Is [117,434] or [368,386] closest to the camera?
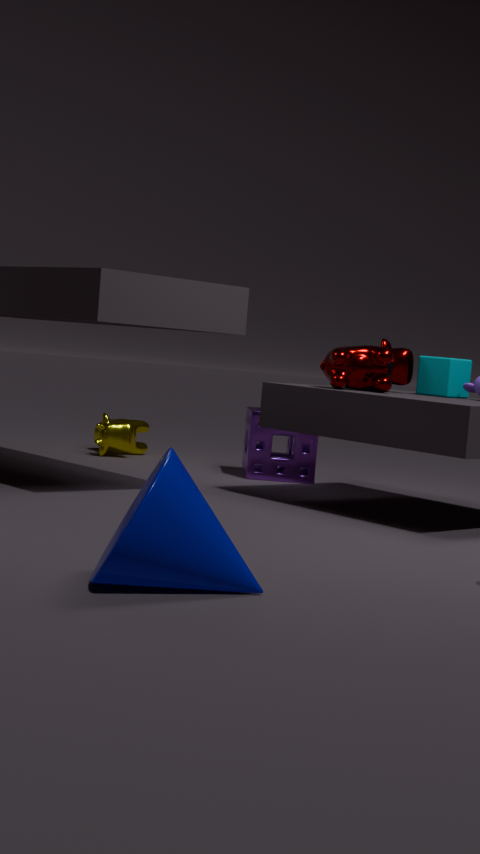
[368,386]
